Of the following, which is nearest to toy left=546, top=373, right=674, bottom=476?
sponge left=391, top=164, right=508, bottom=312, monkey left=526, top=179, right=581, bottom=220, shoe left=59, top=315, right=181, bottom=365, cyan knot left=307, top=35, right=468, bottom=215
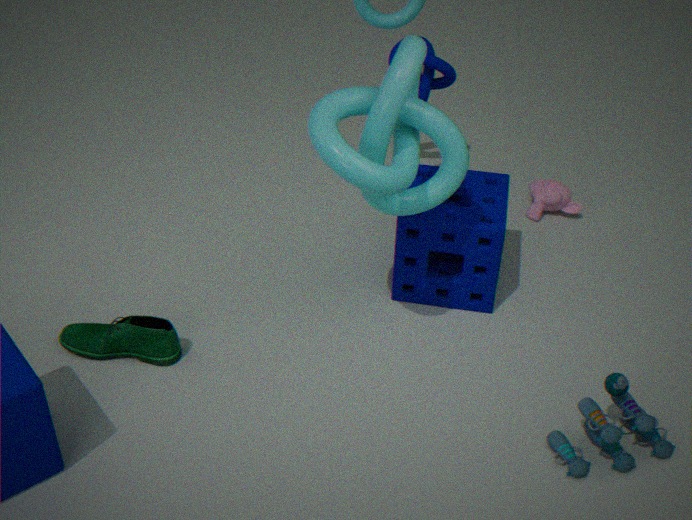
sponge left=391, top=164, right=508, bottom=312
